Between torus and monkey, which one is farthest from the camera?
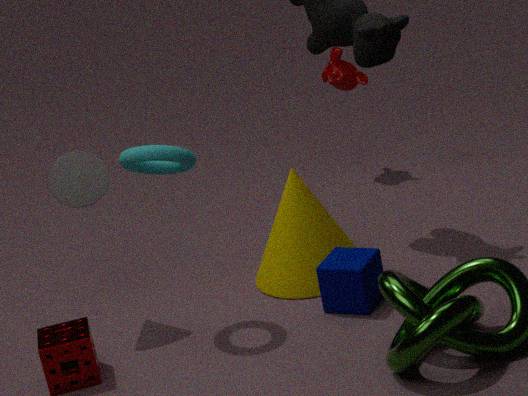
monkey
